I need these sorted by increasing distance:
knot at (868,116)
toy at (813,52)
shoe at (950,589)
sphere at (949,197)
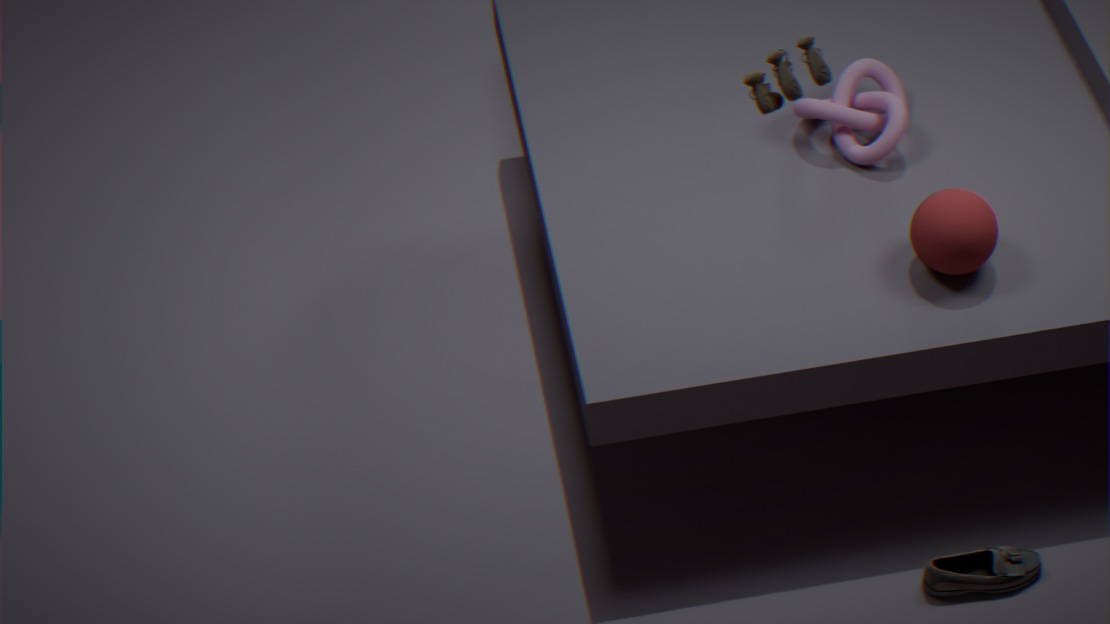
toy at (813,52), sphere at (949,197), shoe at (950,589), knot at (868,116)
